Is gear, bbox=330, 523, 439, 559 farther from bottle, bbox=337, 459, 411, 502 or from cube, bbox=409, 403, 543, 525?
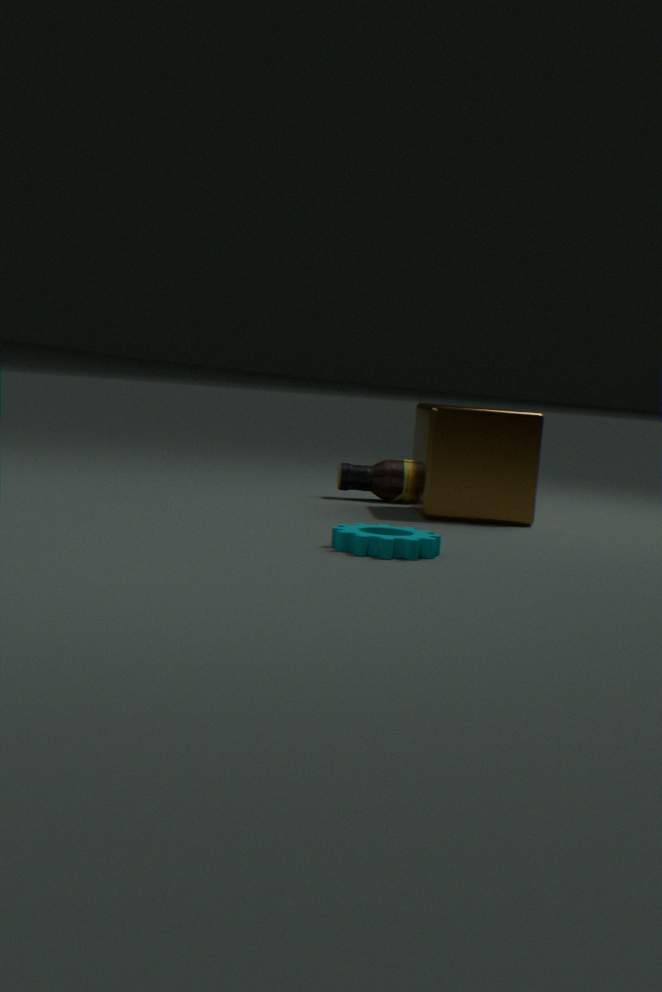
bottle, bbox=337, 459, 411, 502
